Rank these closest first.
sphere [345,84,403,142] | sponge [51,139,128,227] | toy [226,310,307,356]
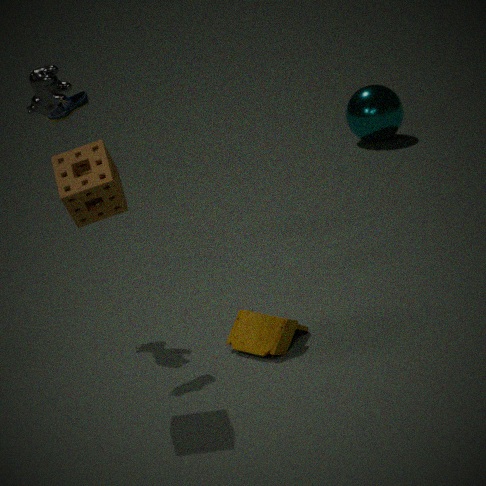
sponge [51,139,128,227] < toy [226,310,307,356] < sphere [345,84,403,142]
